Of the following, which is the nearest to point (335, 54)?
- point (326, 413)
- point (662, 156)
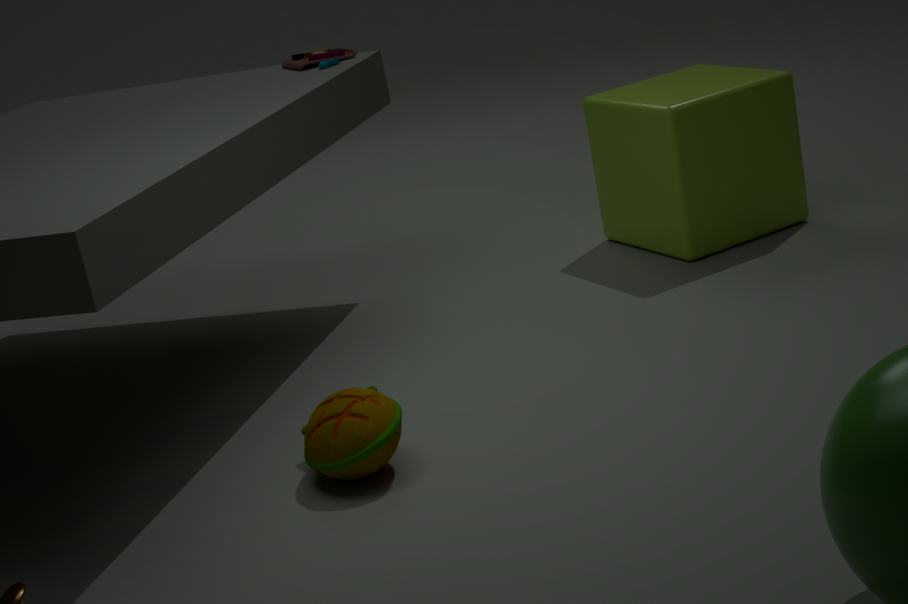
point (662, 156)
